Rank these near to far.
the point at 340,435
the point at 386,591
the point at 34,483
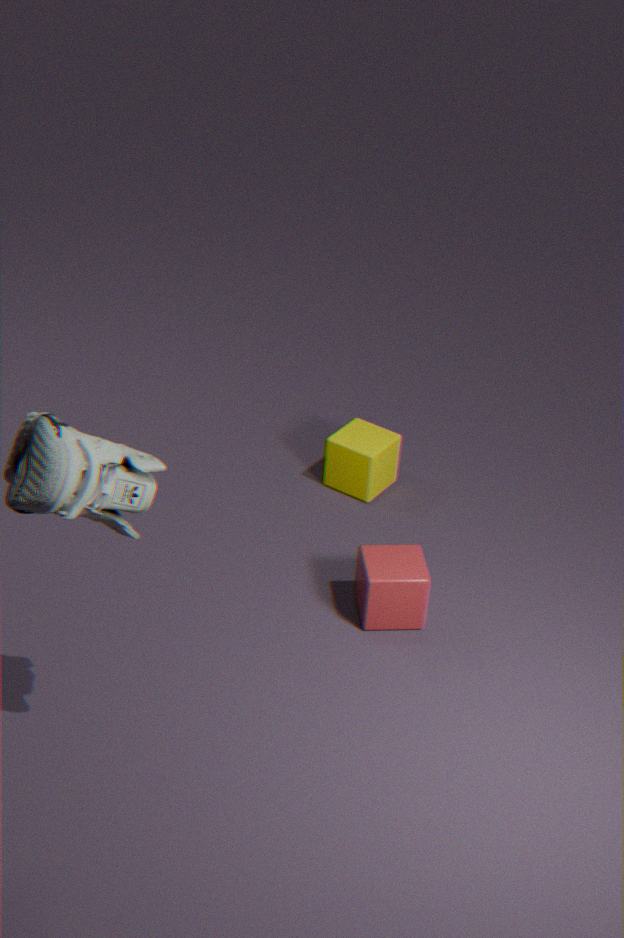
the point at 34,483, the point at 386,591, the point at 340,435
